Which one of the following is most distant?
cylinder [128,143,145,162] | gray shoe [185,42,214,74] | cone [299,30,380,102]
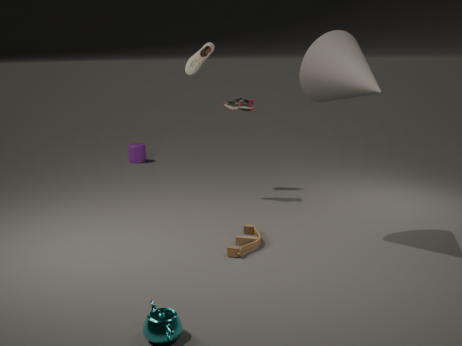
cylinder [128,143,145,162]
